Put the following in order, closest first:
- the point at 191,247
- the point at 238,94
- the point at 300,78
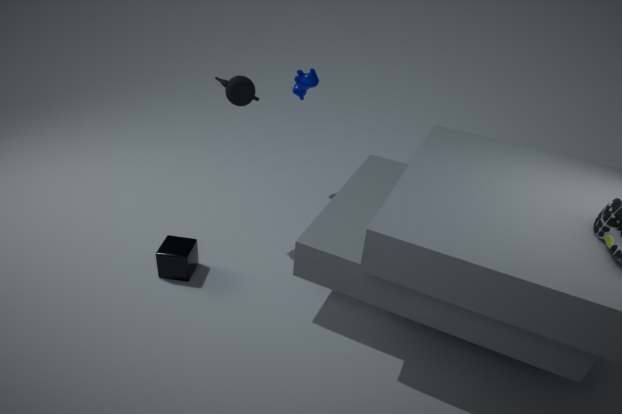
the point at 238,94
the point at 191,247
the point at 300,78
